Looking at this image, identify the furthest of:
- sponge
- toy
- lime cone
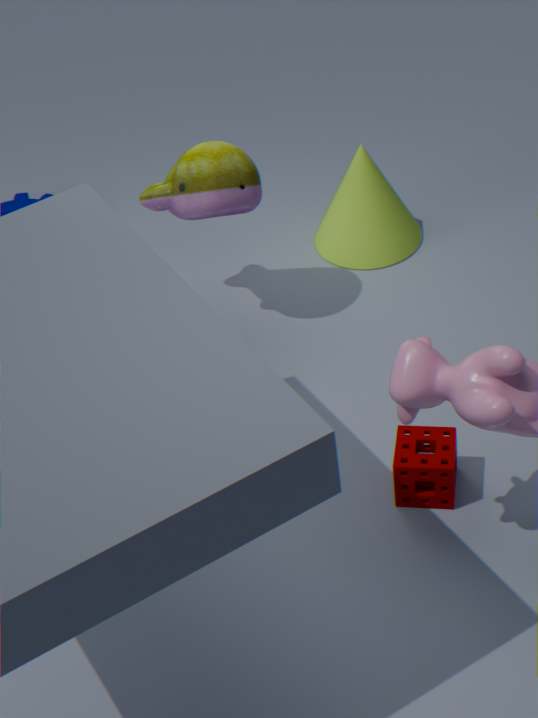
lime cone
